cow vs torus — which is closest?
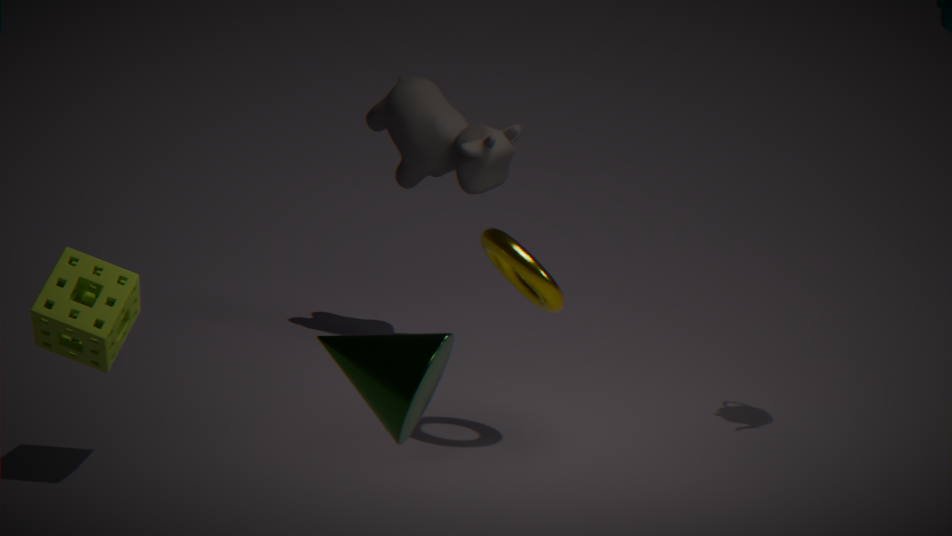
torus
